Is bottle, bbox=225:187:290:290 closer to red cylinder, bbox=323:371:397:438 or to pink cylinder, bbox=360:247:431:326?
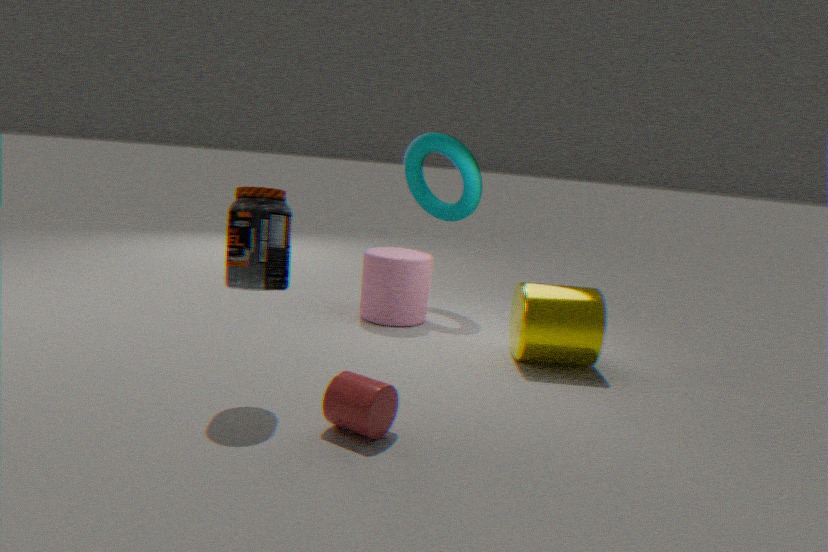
red cylinder, bbox=323:371:397:438
